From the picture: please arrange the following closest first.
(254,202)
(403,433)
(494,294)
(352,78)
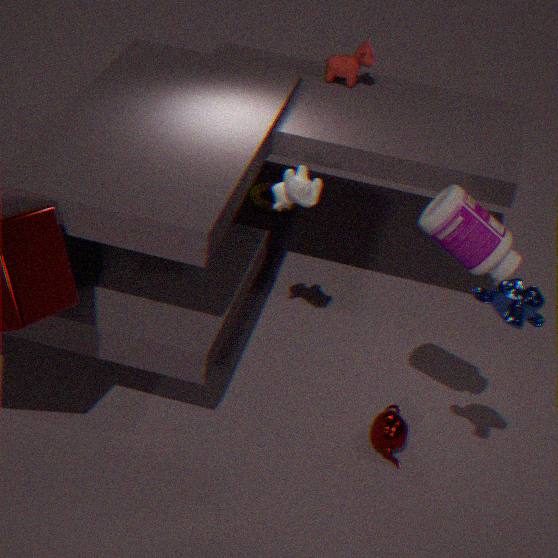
(494,294), (403,433), (352,78), (254,202)
